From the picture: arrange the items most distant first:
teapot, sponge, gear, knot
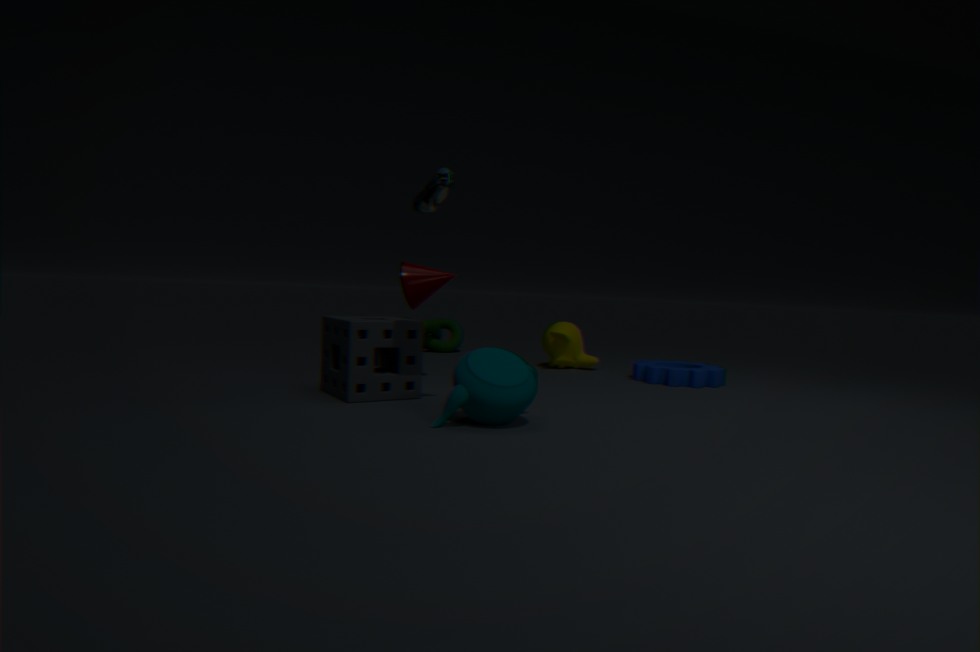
1. knot
2. gear
3. sponge
4. teapot
